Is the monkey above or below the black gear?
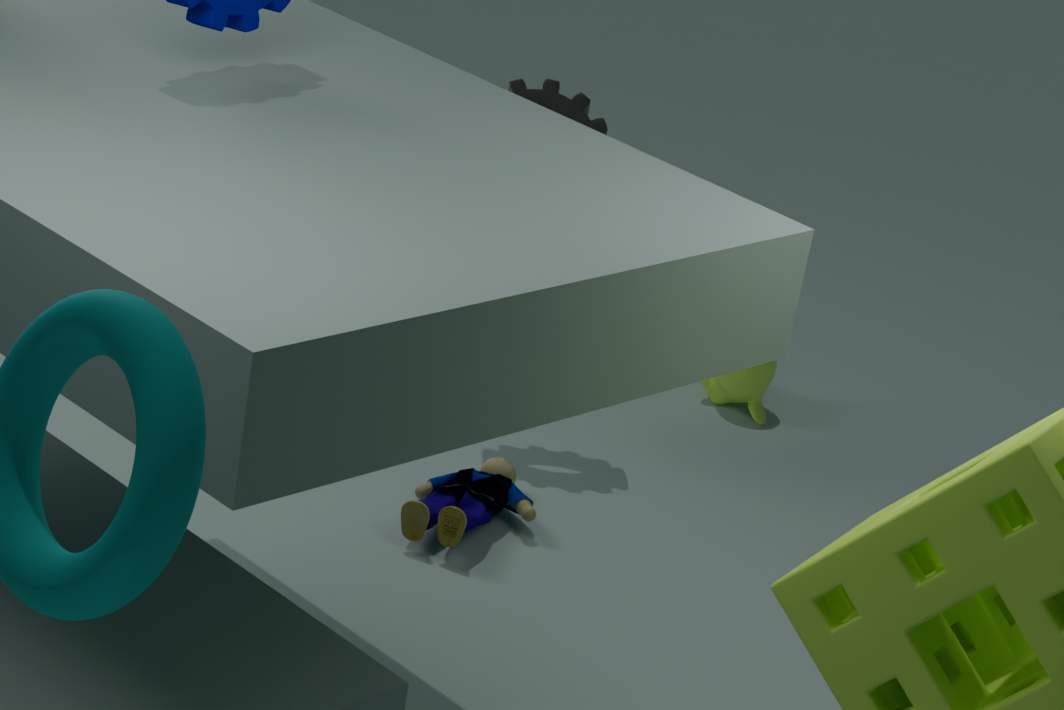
below
